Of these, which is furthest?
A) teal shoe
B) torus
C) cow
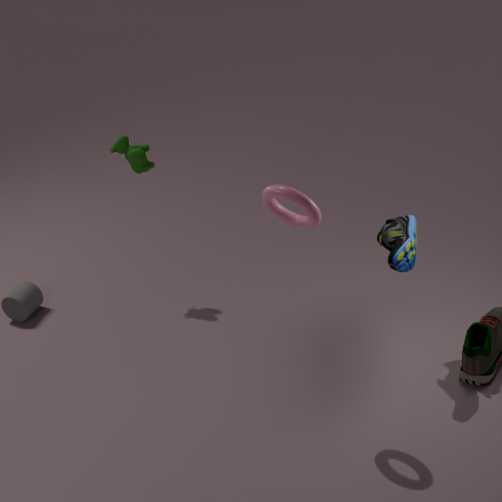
cow
